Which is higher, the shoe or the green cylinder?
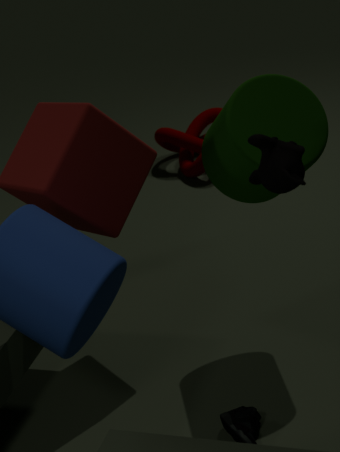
the green cylinder
